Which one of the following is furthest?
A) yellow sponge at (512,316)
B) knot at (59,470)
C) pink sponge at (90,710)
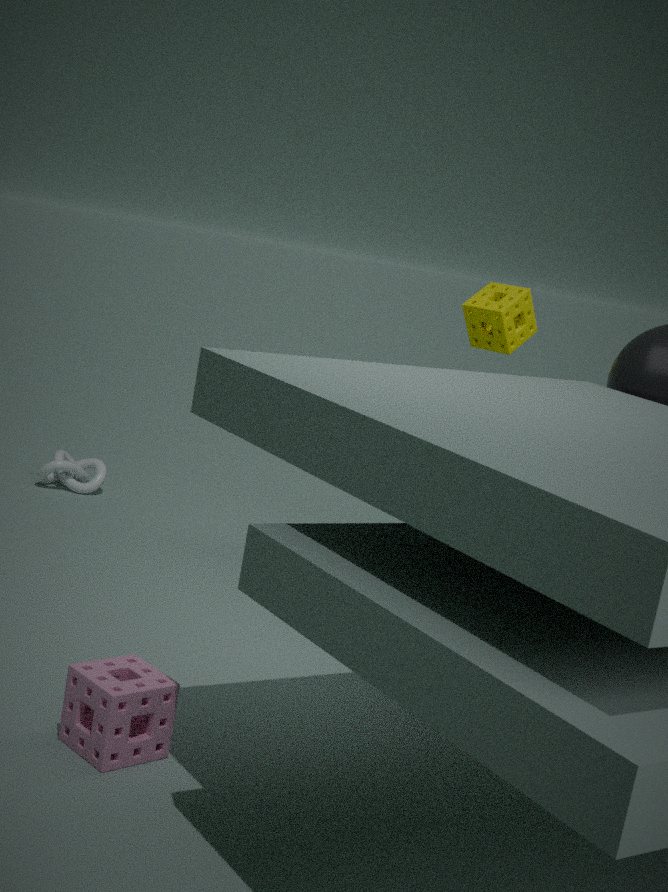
knot at (59,470)
